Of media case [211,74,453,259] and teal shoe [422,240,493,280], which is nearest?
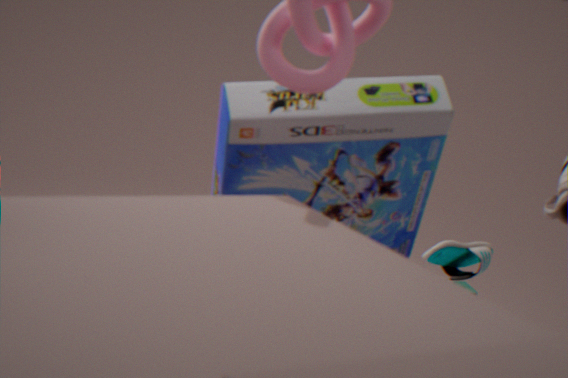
media case [211,74,453,259]
